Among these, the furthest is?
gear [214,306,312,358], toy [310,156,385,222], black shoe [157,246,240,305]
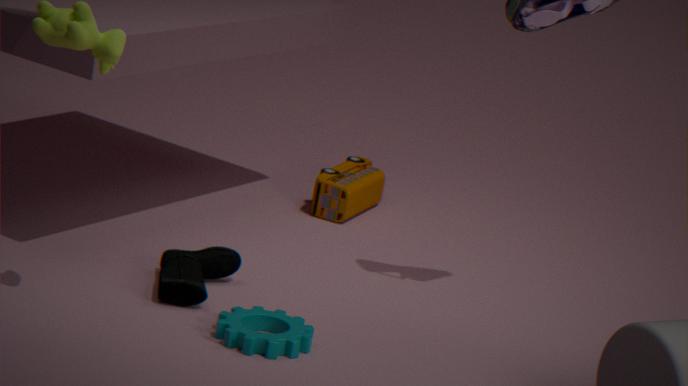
toy [310,156,385,222]
